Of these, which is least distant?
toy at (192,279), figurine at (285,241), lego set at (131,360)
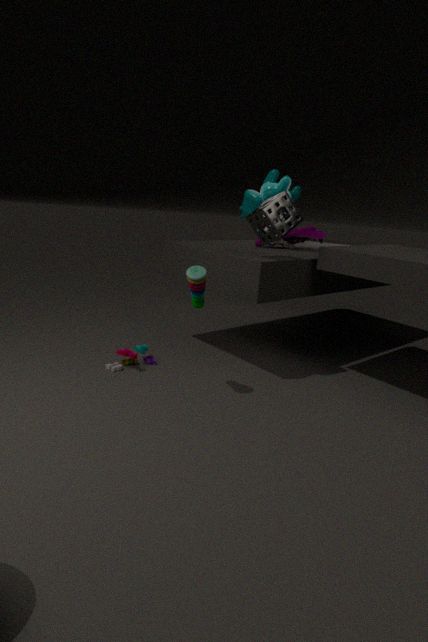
toy at (192,279)
